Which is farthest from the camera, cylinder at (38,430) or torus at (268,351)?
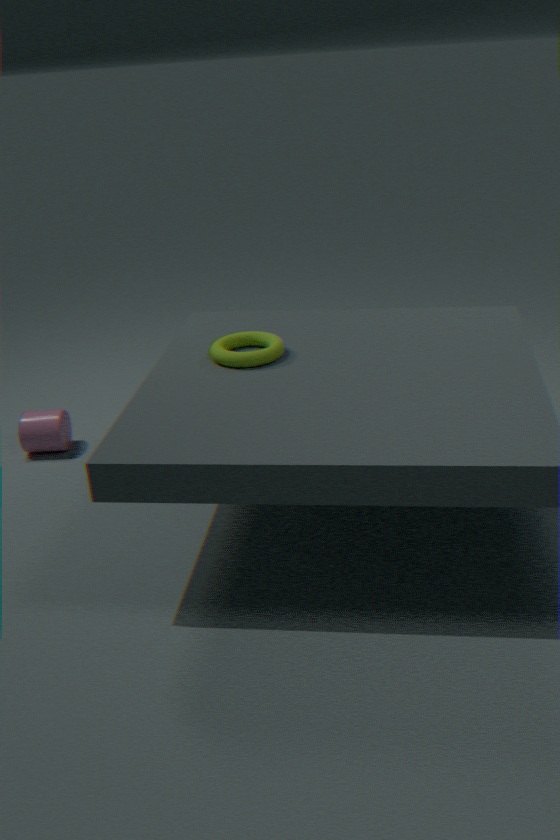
cylinder at (38,430)
